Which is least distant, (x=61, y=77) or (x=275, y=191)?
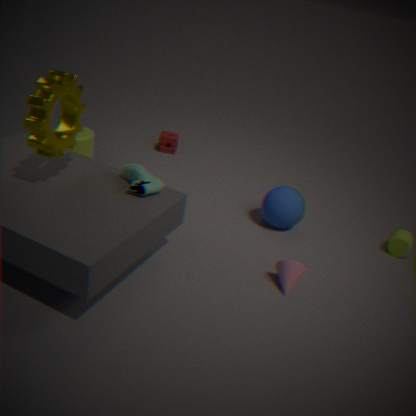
(x=61, y=77)
